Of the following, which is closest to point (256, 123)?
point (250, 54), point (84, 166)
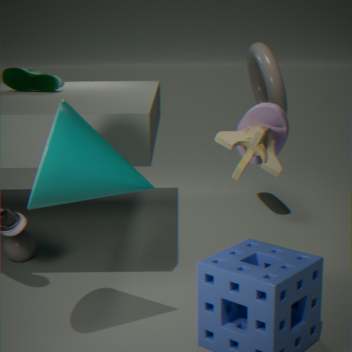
point (84, 166)
